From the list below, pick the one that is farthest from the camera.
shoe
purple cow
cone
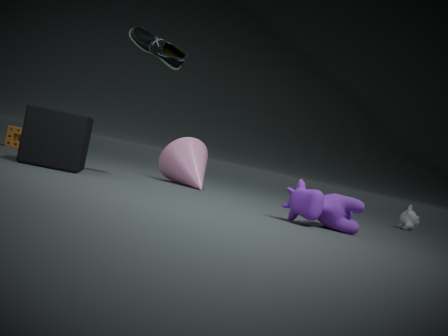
cone
